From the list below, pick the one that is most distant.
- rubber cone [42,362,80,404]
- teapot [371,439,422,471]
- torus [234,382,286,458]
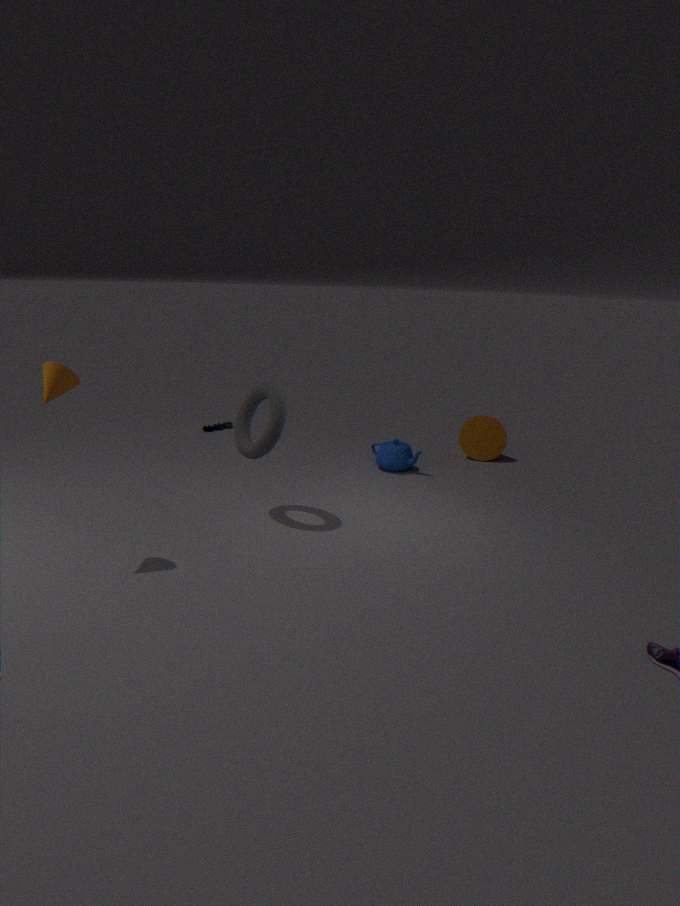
teapot [371,439,422,471]
